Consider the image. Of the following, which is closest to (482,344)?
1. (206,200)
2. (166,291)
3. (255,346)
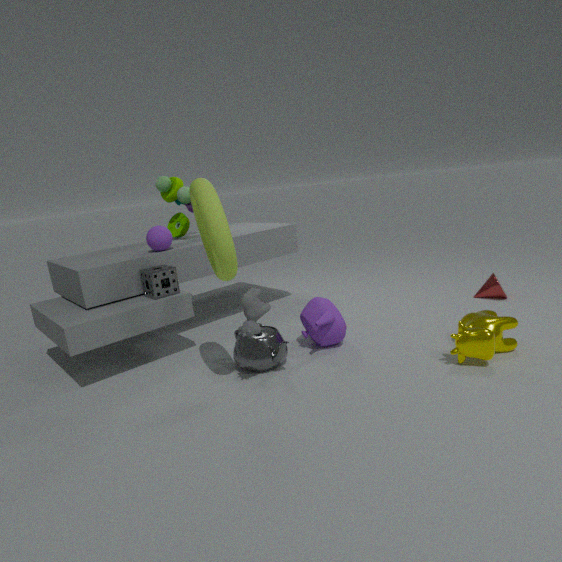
(255,346)
